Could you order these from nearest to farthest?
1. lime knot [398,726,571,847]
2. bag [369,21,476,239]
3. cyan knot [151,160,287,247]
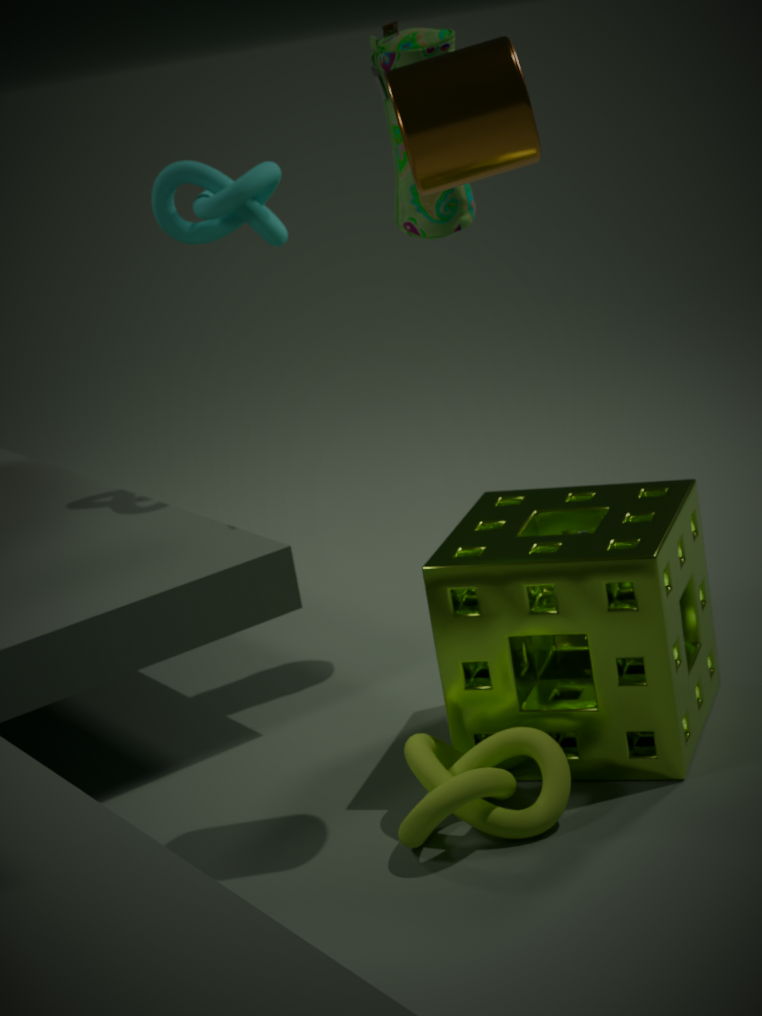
lime knot [398,726,571,847] → bag [369,21,476,239] → cyan knot [151,160,287,247]
